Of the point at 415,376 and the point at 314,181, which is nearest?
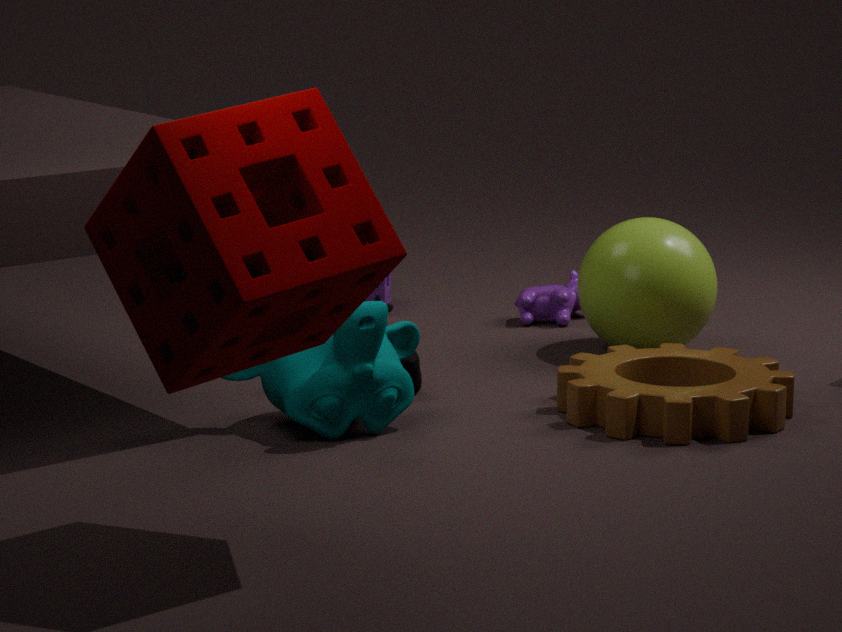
the point at 314,181
